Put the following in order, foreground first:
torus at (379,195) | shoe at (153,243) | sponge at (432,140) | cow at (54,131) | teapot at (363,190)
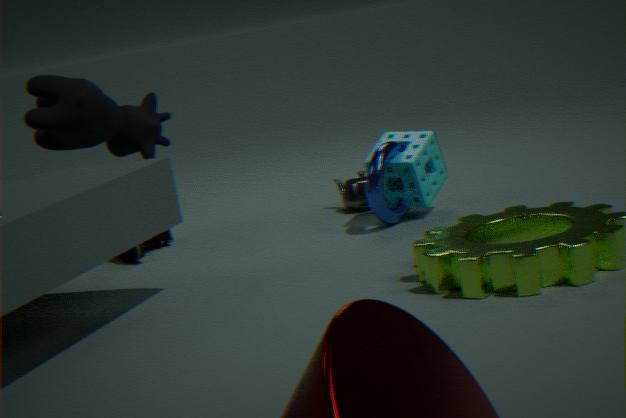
cow at (54,131) → torus at (379,195) → sponge at (432,140) → shoe at (153,243) → teapot at (363,190)
